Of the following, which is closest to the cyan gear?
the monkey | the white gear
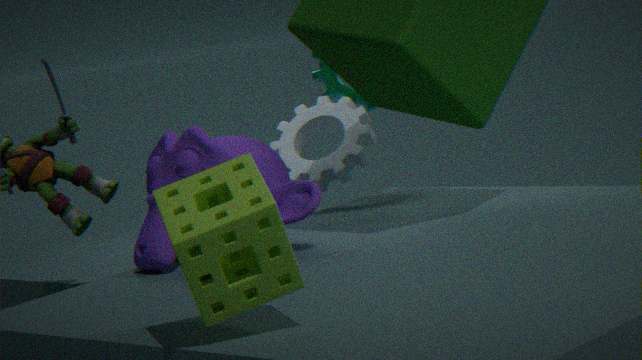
the white gear
